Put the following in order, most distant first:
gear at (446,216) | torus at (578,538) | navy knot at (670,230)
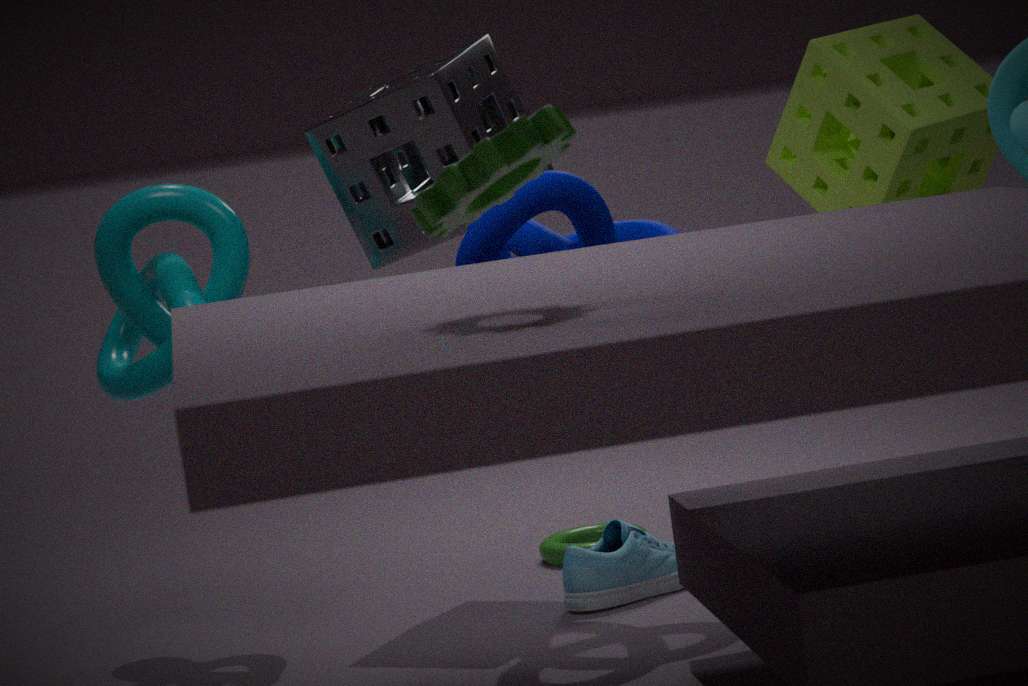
torus at (578,538) < navy knot at (670,230) < gear at (446,216)
